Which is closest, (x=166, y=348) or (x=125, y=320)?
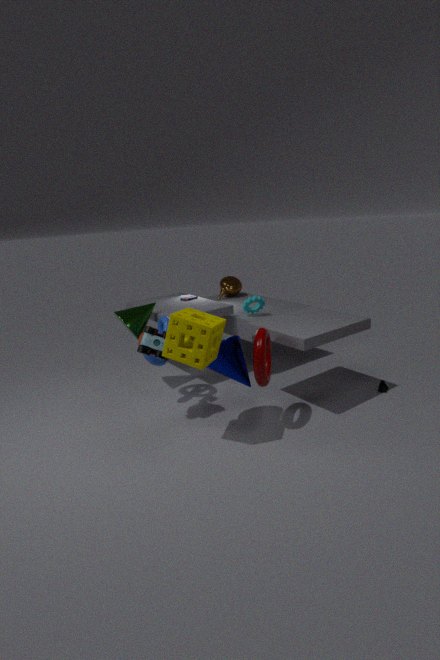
(x=166, y=348)
